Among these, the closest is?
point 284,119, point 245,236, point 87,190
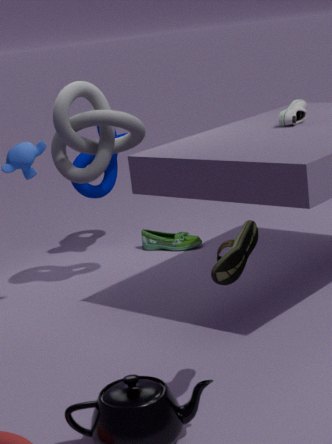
point 245,236
